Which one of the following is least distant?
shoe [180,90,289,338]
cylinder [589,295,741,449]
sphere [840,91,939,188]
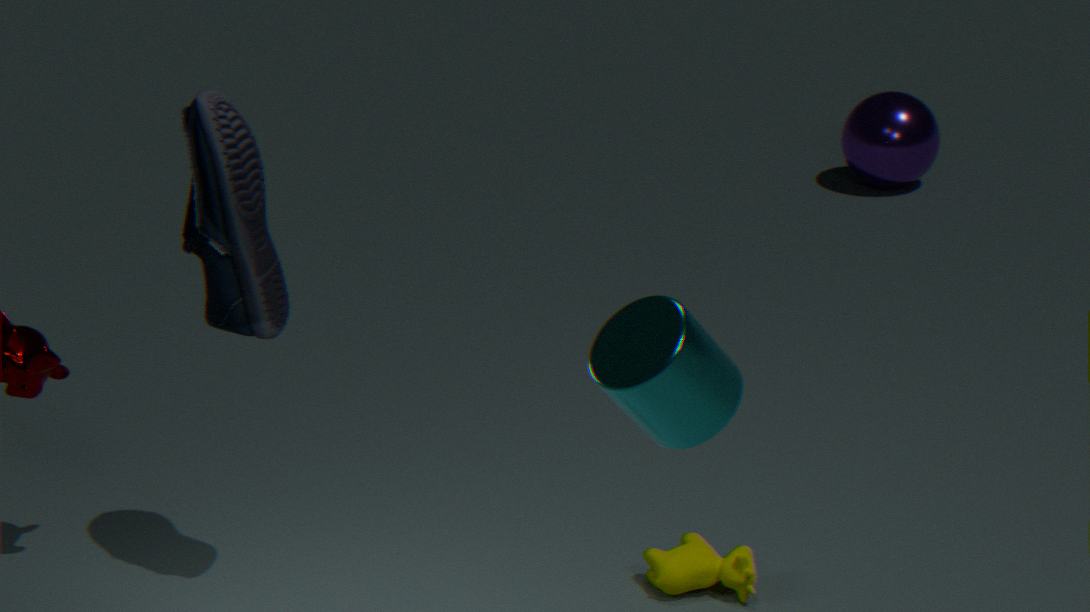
cylinder [589,295,741,449]
